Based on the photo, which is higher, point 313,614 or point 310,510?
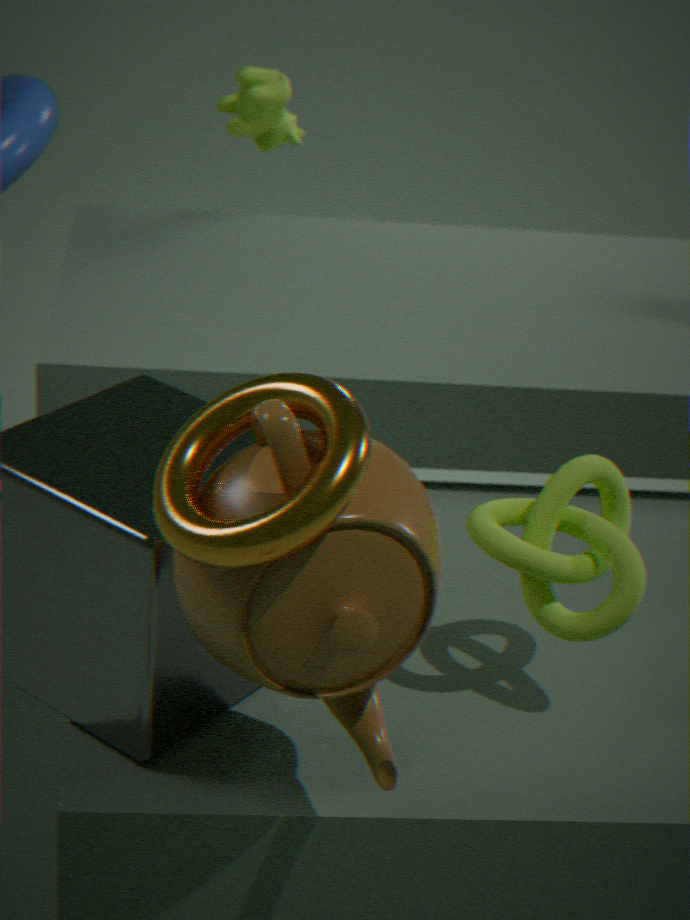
point 310,510
